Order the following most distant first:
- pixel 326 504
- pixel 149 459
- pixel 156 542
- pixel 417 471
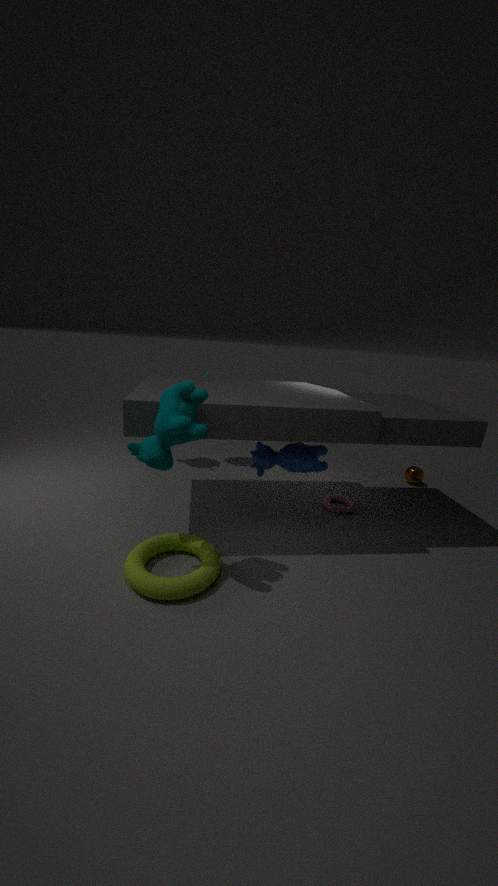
pixel 417 471 → pixel 326 504 → pixel 156 542 → pixel 149 459
